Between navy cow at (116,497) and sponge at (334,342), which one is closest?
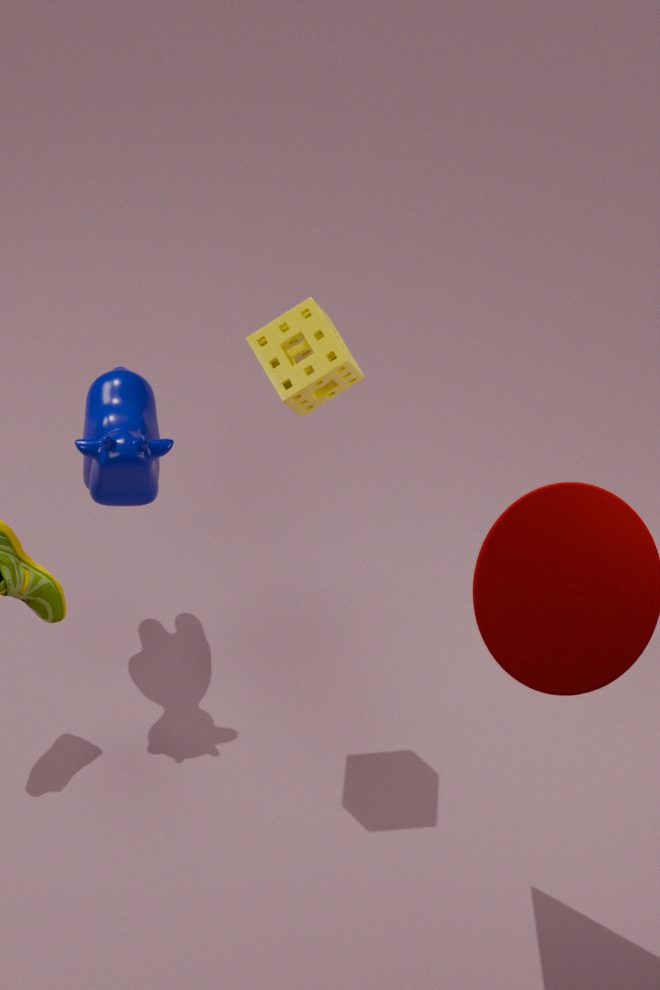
sponge at (334,342)
